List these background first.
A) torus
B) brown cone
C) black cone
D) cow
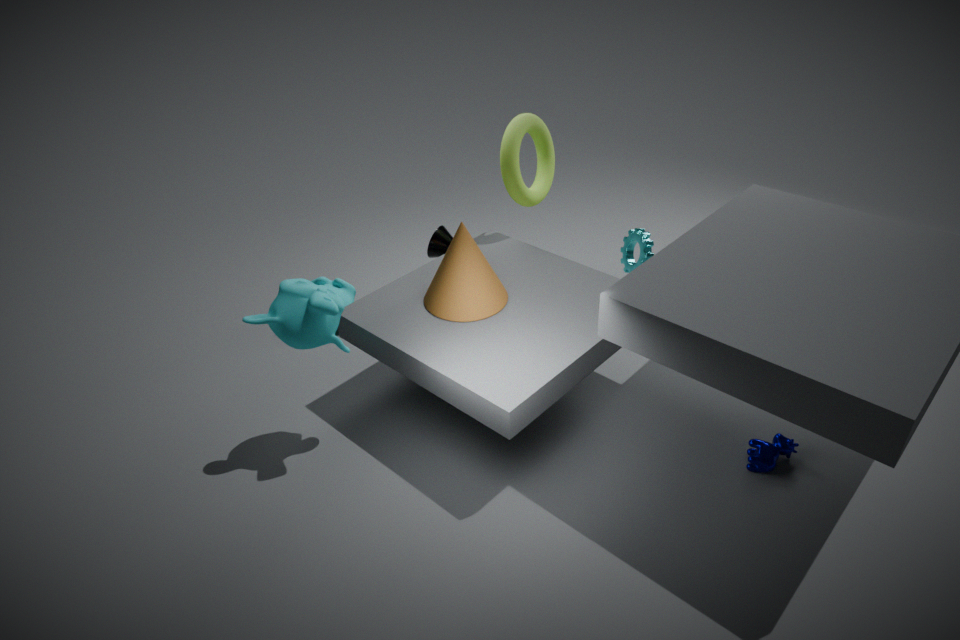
black cone, torus, brown cone, cow
